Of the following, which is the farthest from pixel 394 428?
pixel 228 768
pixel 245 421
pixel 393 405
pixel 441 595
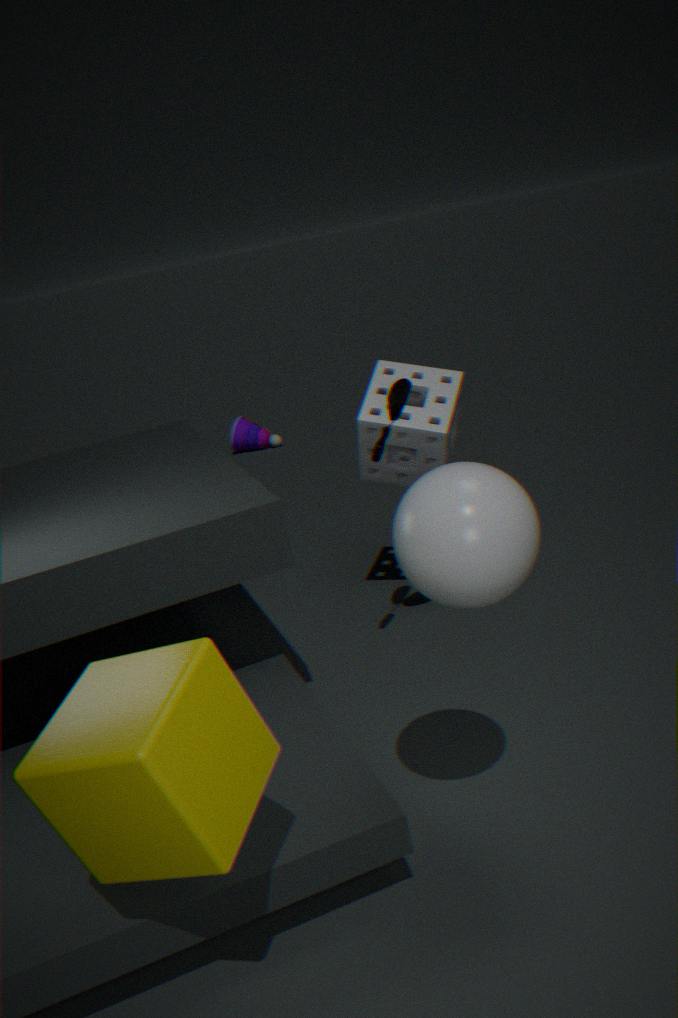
pixel 245 421
